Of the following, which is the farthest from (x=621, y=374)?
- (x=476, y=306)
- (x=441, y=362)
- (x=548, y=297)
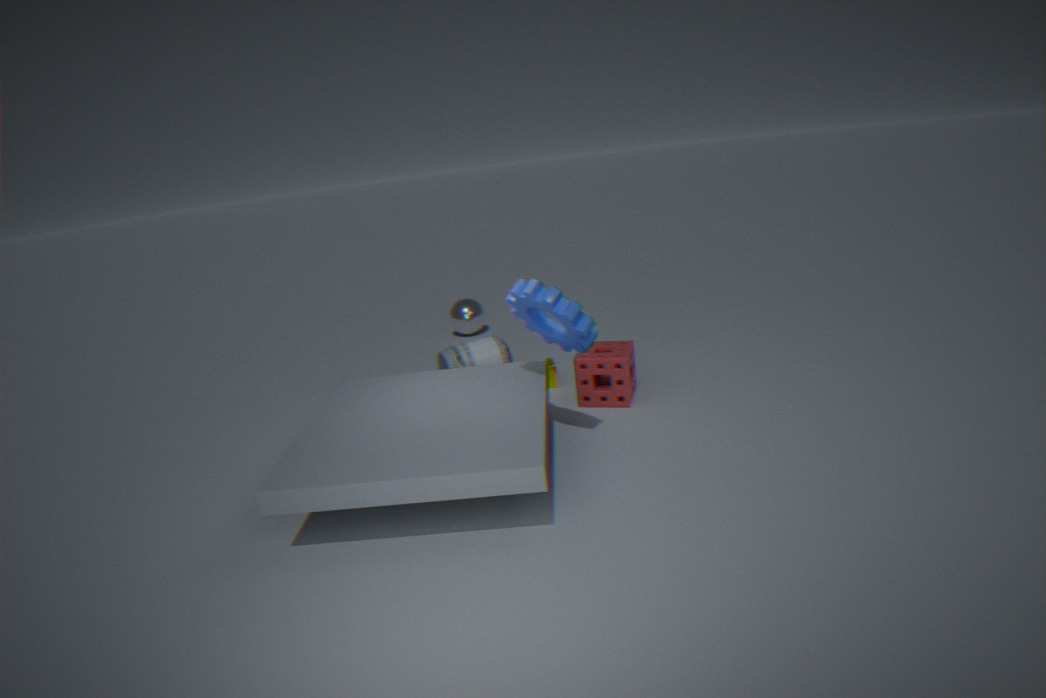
(x=476, y=306)
